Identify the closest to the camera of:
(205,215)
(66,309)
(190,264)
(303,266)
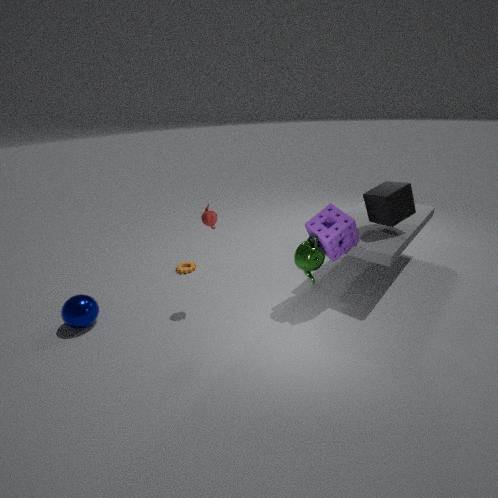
(205,215)
